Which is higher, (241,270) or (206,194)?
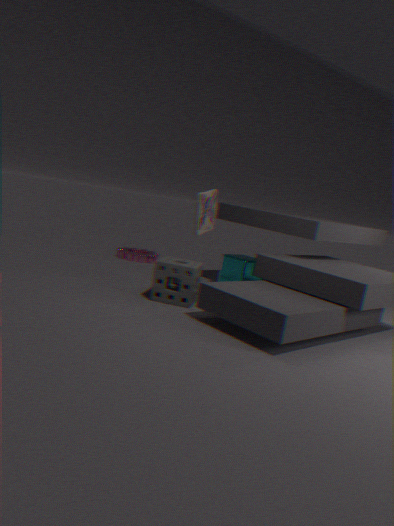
(206,194)
